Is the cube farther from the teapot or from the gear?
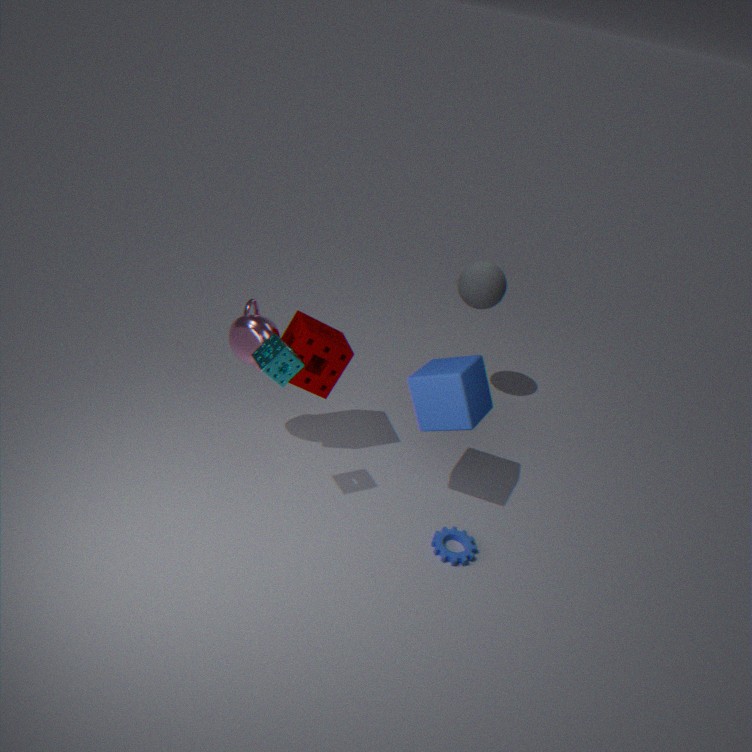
the teapot
